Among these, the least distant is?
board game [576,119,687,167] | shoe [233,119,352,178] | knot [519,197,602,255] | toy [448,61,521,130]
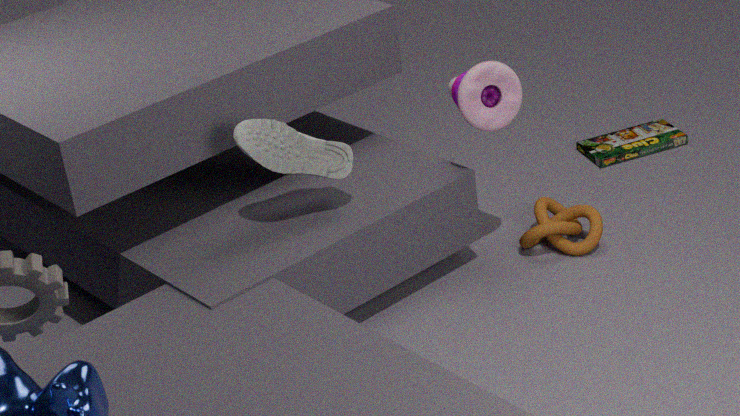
shoe [233,119,352,178]
